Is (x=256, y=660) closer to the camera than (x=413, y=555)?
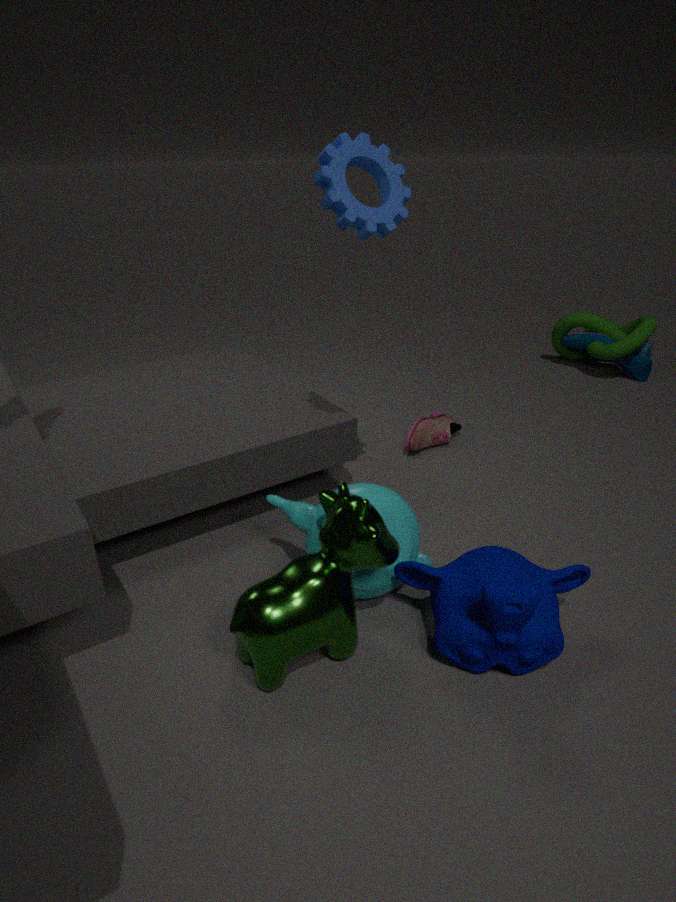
Yes
